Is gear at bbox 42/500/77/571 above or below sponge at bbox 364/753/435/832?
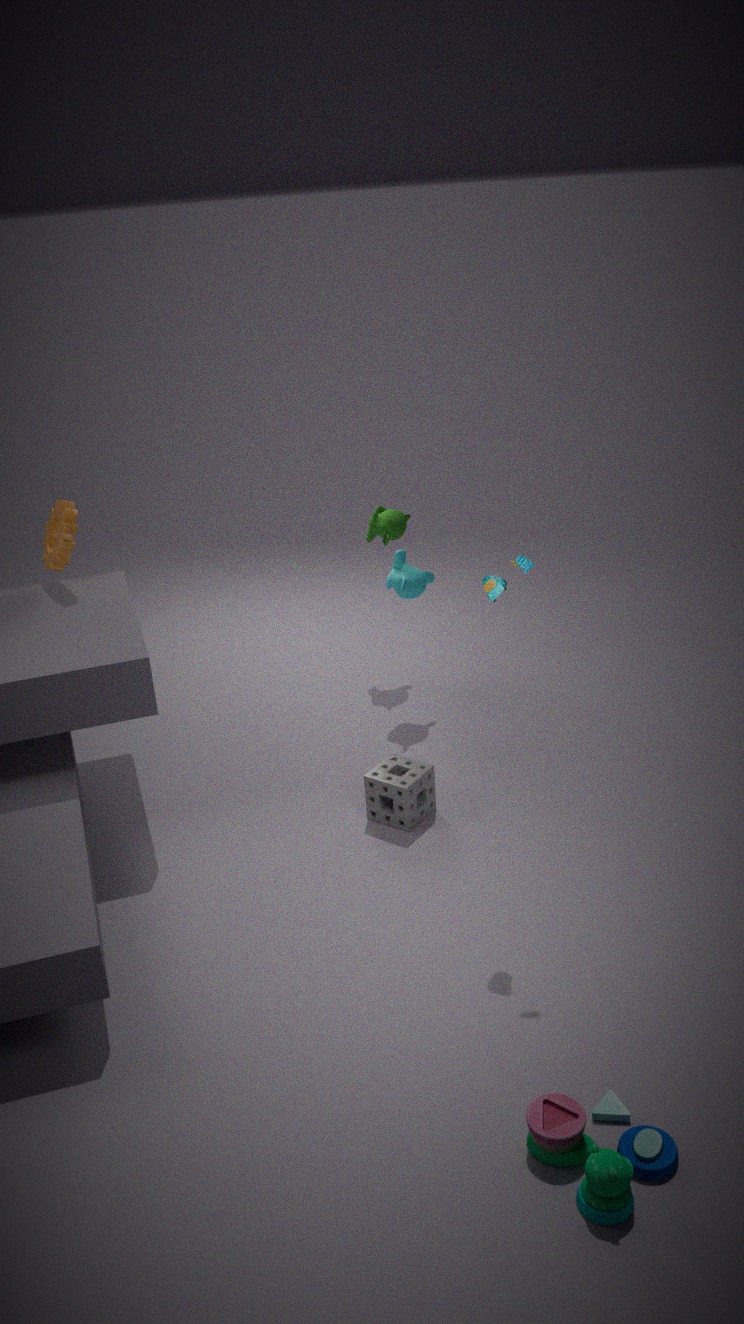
above
